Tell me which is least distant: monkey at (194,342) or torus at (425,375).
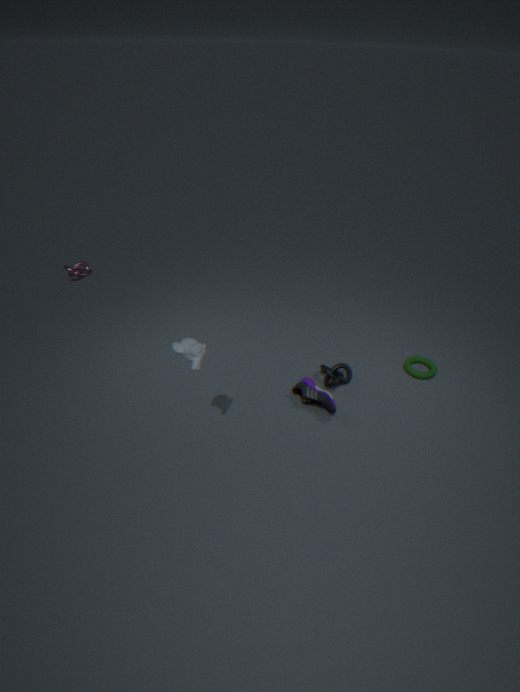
monkey at (194,342)
